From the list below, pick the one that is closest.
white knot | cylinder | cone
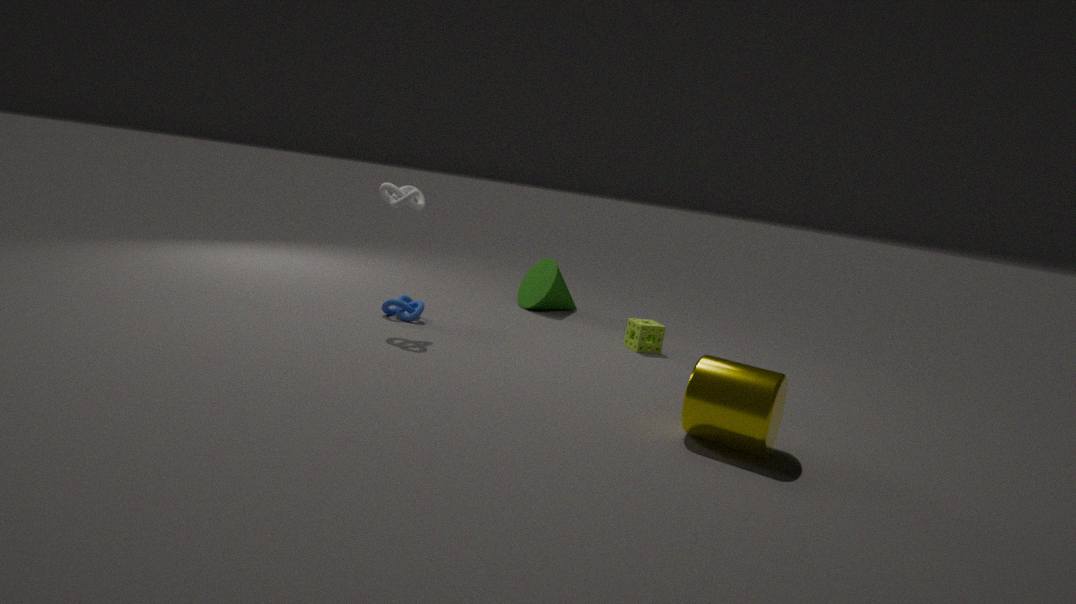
cylinder
